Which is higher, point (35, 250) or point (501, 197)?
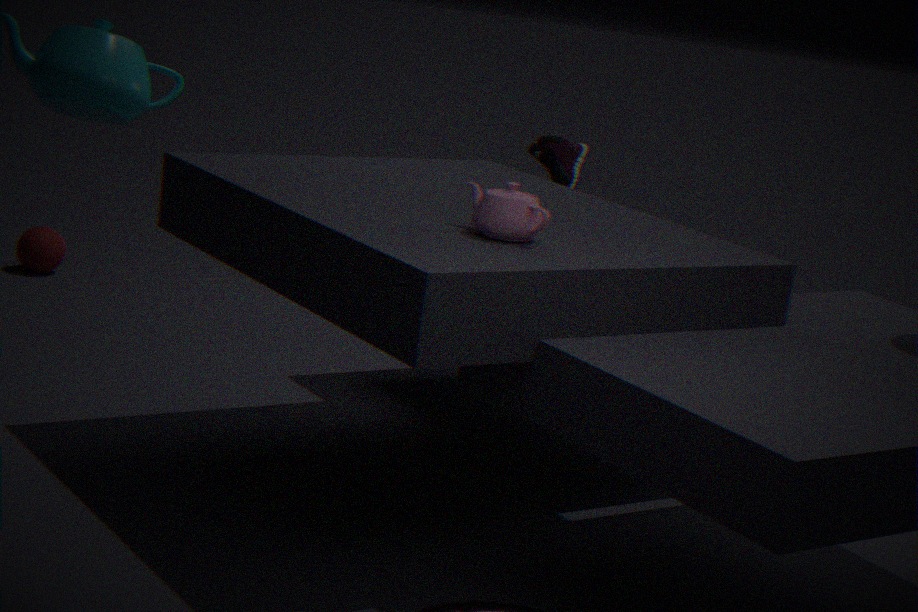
point (501, 197)
